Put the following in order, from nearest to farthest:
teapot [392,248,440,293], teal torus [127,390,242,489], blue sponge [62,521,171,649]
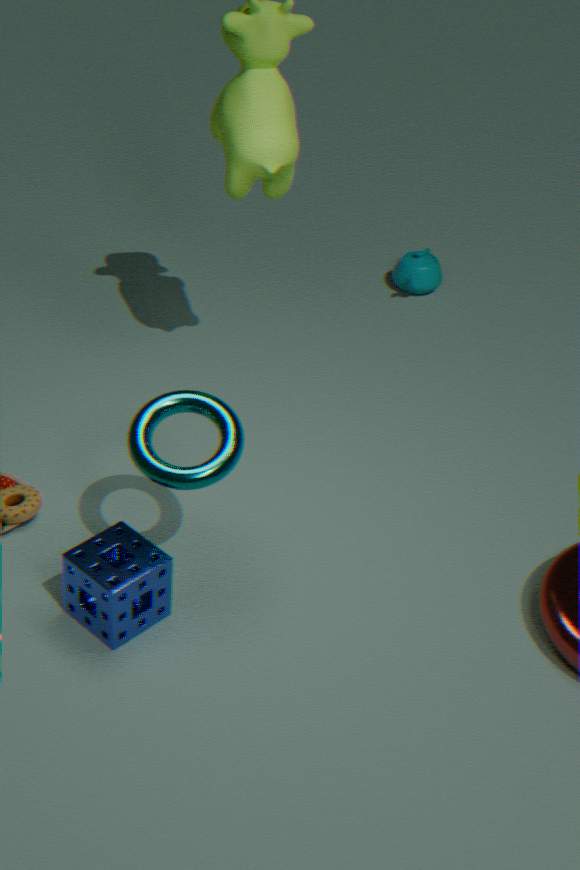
blue sponge [62,521,171,649]
teal torus [127,390,242,489]
teapot [392,248,440,293]
